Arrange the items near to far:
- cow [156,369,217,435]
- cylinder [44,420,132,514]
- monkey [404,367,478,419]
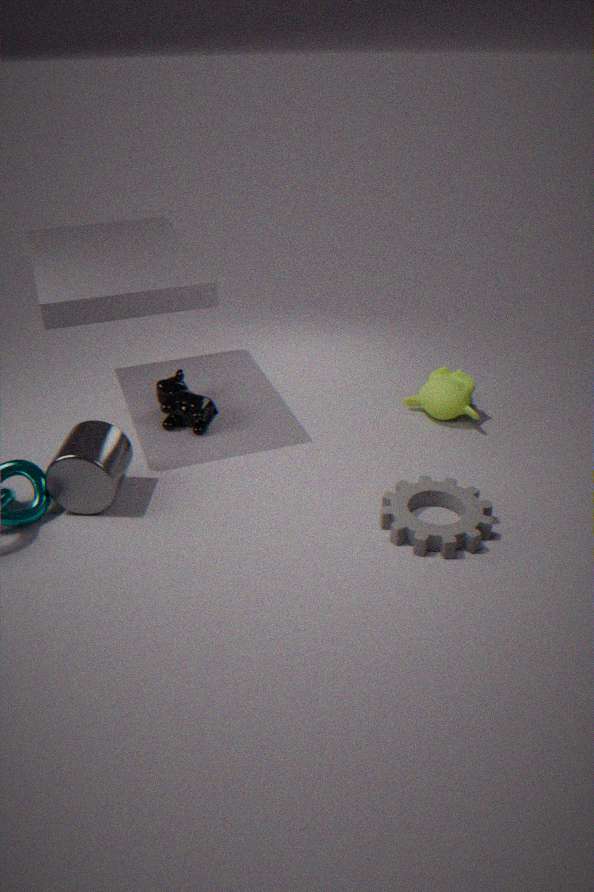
1. cylinder [44,420,132,514]
2. cow [156,369,217,435]
3. monkey [404,367,478,419]
